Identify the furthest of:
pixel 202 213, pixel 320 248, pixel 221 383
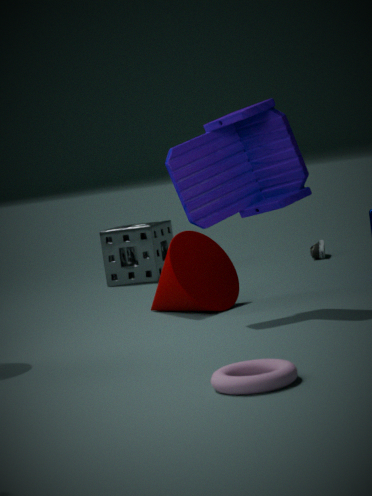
pixel 320 248
